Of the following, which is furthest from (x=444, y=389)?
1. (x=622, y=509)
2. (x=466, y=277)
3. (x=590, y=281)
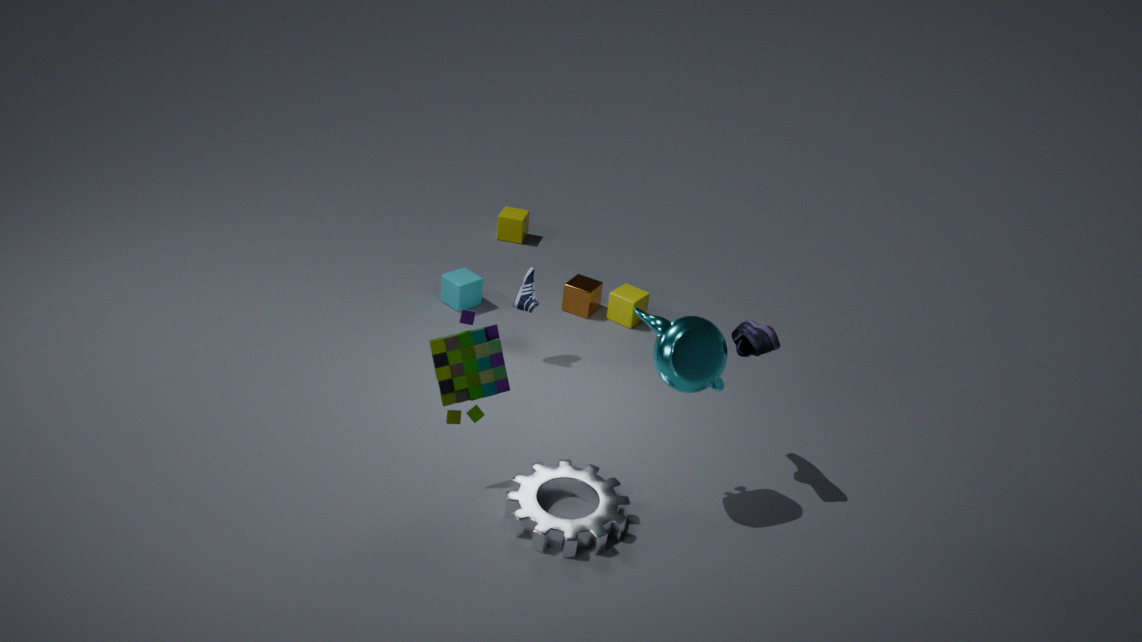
(x=590, y=281)
